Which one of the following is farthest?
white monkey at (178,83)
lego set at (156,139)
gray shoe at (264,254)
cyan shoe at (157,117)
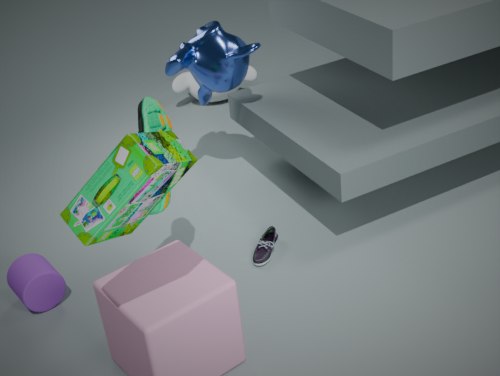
white monkey at (178,83)
